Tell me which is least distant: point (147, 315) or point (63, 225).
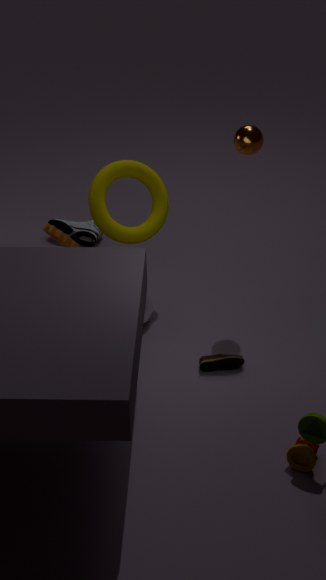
point (147, 315)
